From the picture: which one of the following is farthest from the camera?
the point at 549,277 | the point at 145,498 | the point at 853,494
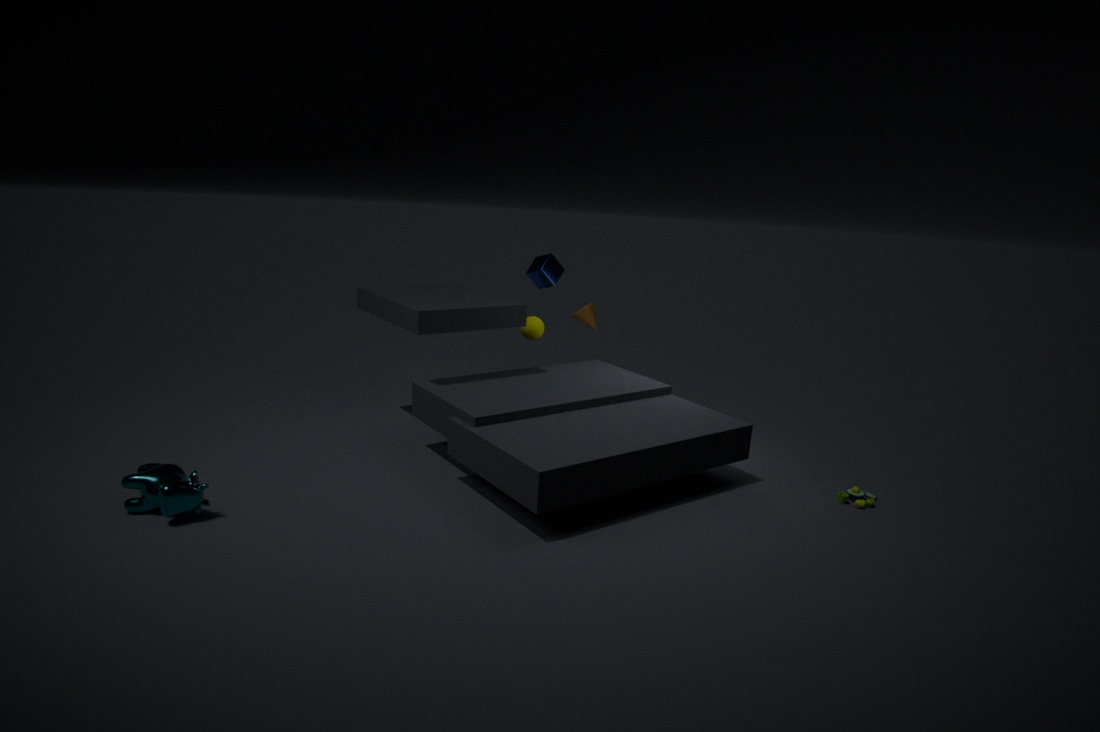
the point at 549,277
